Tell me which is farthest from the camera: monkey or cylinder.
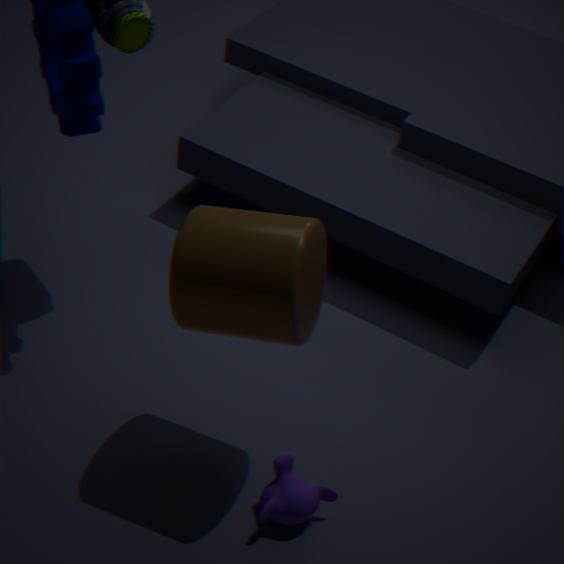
monkey
